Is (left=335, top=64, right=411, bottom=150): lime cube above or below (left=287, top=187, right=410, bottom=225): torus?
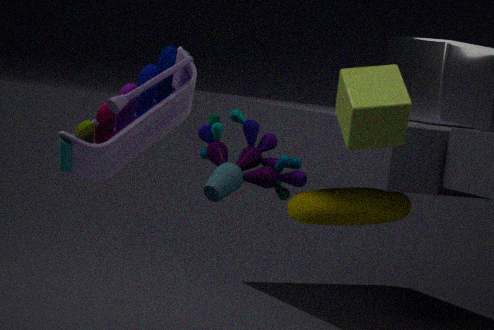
above
